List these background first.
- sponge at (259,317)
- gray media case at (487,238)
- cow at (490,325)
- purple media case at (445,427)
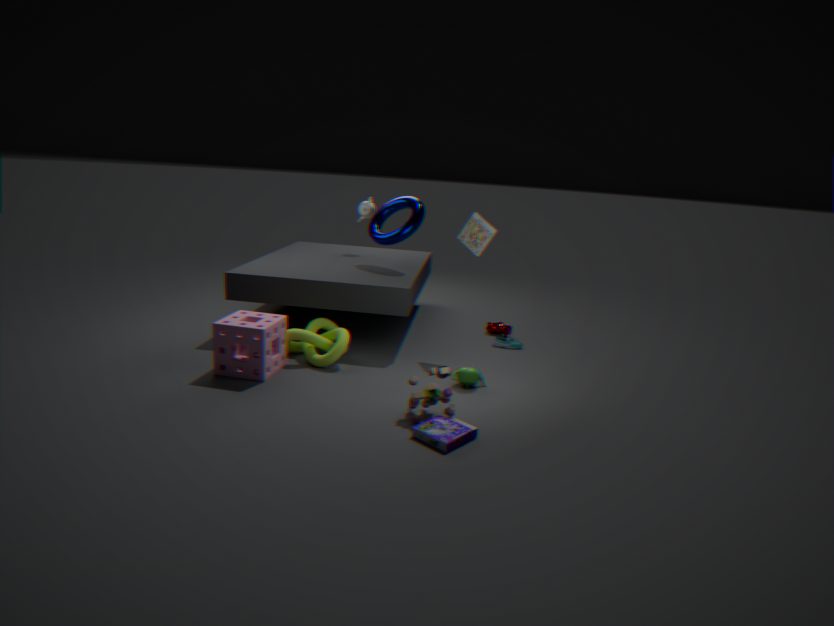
cow at (490,325)
gray media case at (487,238)
sponge at (259,317)
purple media case at (445,427)
